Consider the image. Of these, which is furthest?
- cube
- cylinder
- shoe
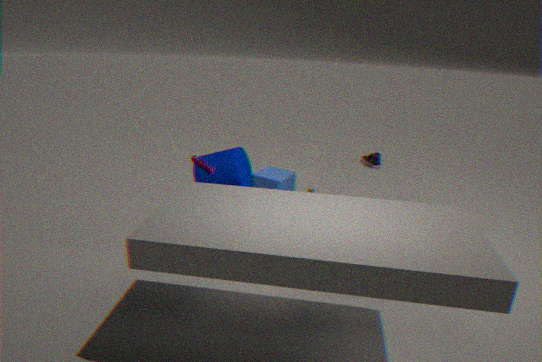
cube
